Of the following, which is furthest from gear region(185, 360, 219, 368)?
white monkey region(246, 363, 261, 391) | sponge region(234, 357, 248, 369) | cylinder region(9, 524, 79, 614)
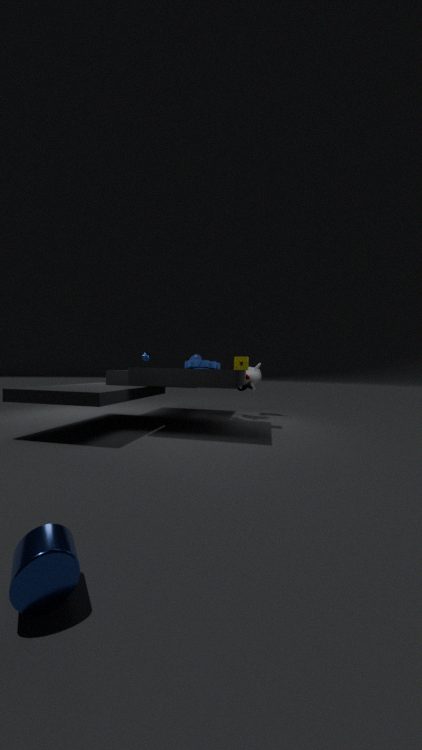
cylinder region(9, 524, 79, 614)
